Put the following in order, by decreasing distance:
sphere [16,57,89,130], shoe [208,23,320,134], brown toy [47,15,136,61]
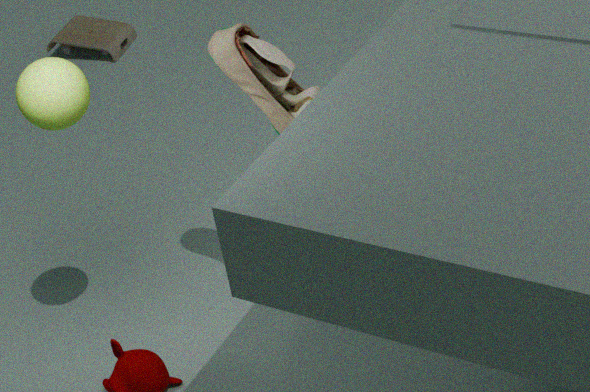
brown toy [47,15,136,61]
shoe [208,23,320,134]
sphere [16,57,89,130]
